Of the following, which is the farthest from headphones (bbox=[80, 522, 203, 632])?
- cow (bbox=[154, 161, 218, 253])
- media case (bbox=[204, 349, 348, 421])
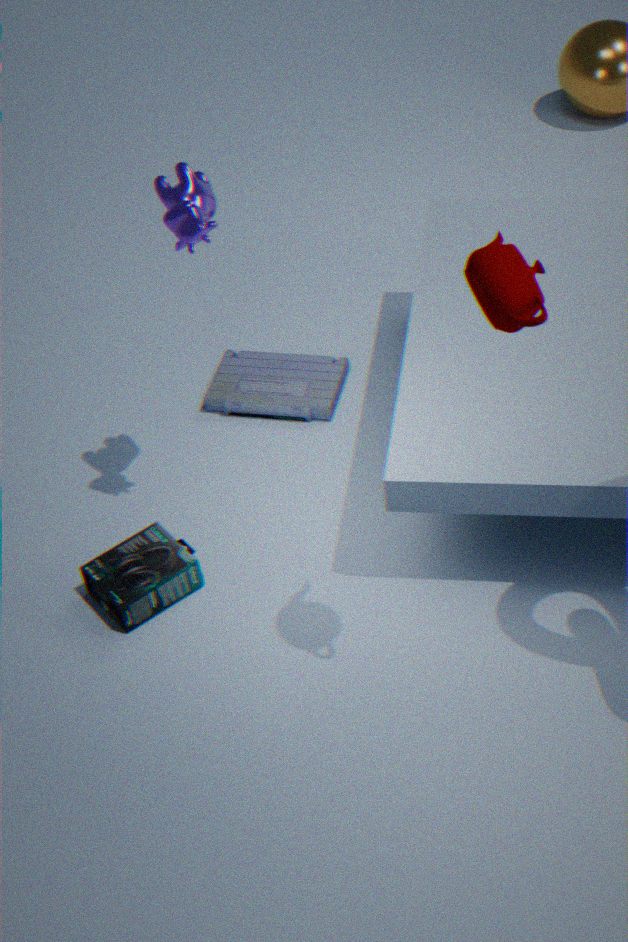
cow (bbox=[154, 161, 218, 253])
